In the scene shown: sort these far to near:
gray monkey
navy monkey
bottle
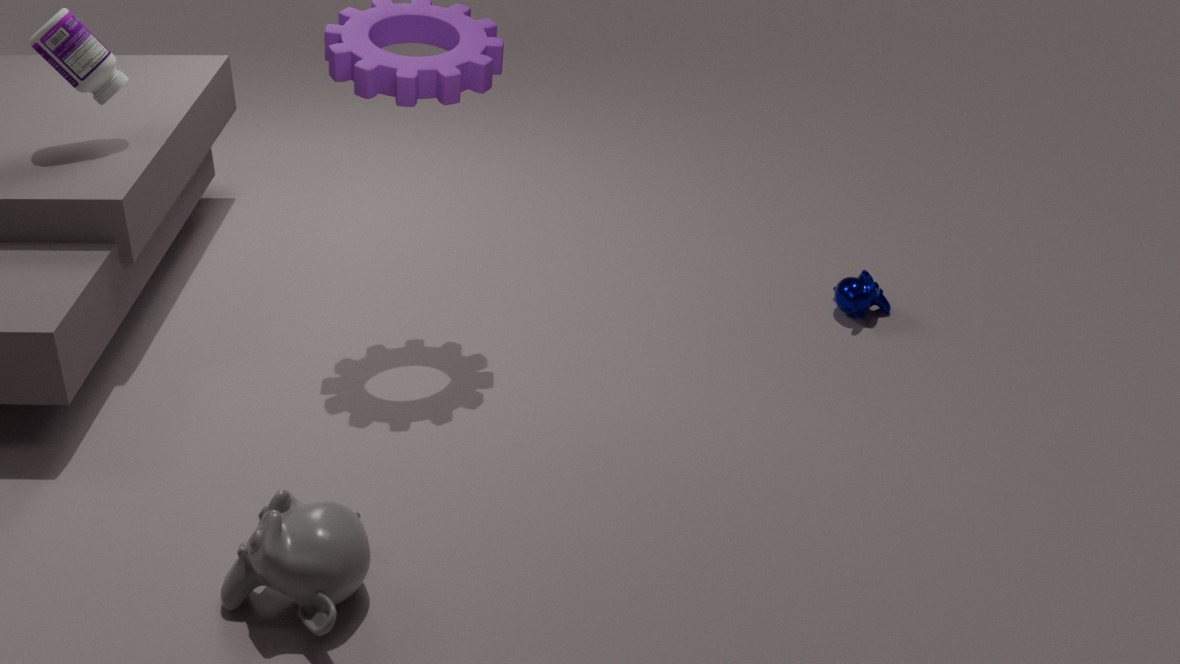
navy monkey, bottle, gray monkey
